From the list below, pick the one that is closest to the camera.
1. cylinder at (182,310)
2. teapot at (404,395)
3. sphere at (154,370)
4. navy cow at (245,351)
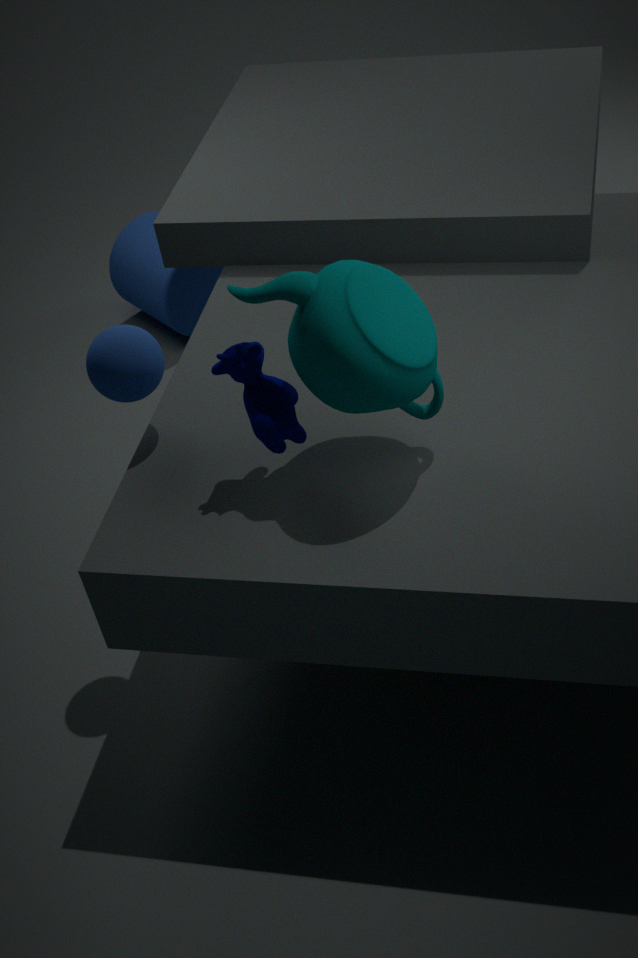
teapot at (404,395)
